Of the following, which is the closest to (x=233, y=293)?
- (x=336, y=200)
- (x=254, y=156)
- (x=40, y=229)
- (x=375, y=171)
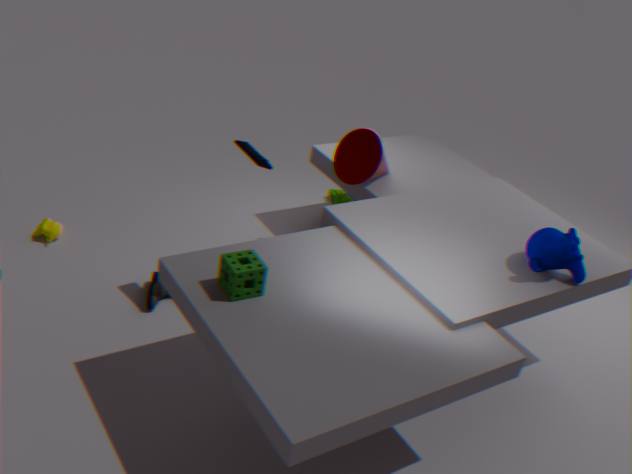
(x=254, y=156)
